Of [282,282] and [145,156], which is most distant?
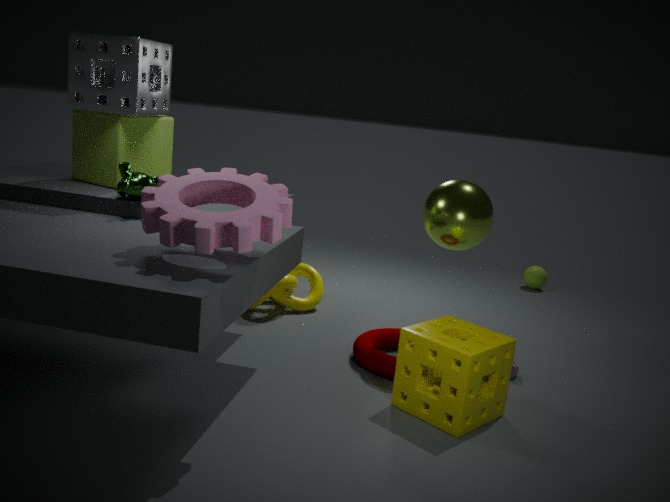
[282,282]
